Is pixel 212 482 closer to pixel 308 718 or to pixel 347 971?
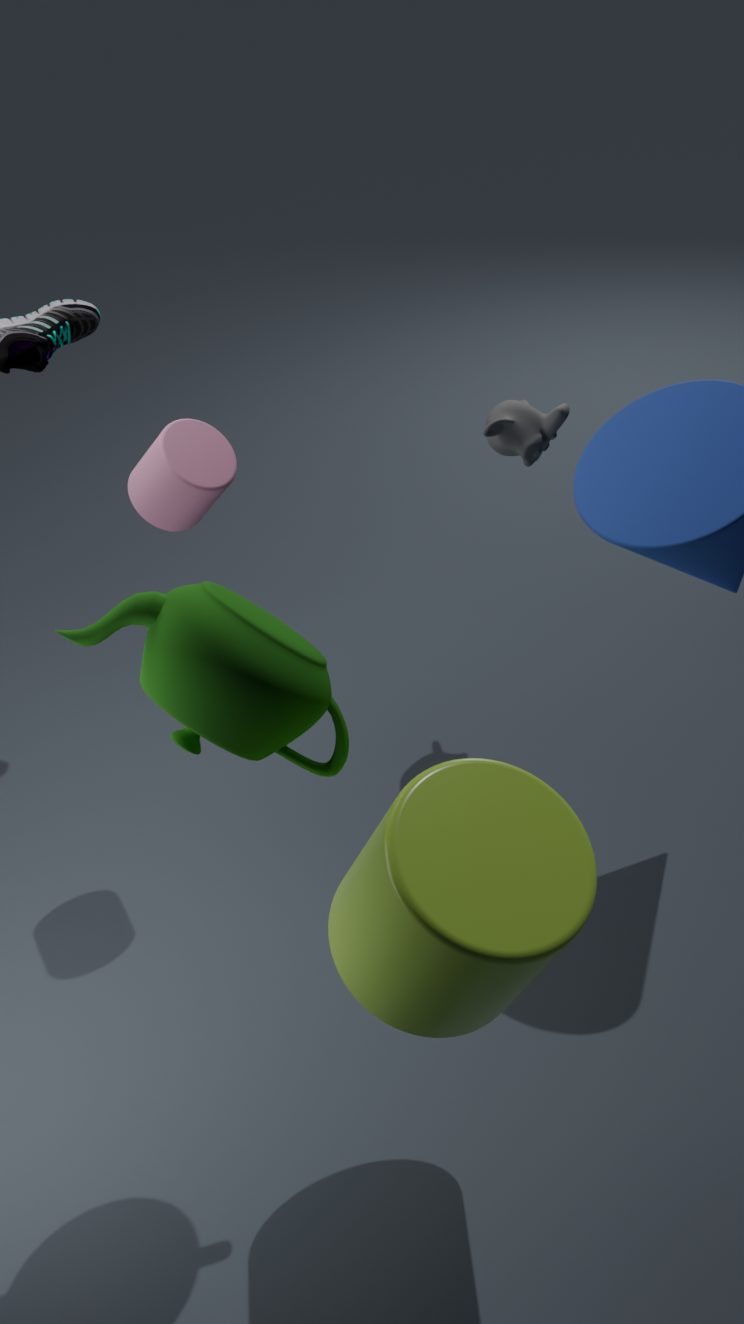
pixel 308 718
